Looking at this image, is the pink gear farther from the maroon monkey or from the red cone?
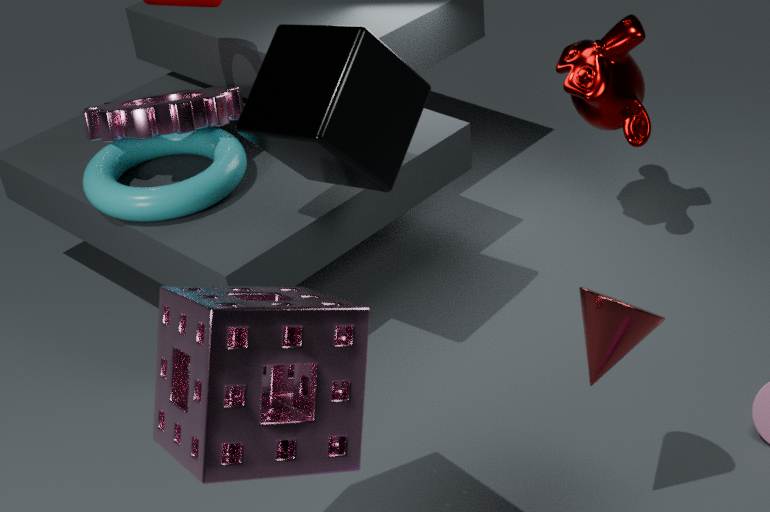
the red cone
